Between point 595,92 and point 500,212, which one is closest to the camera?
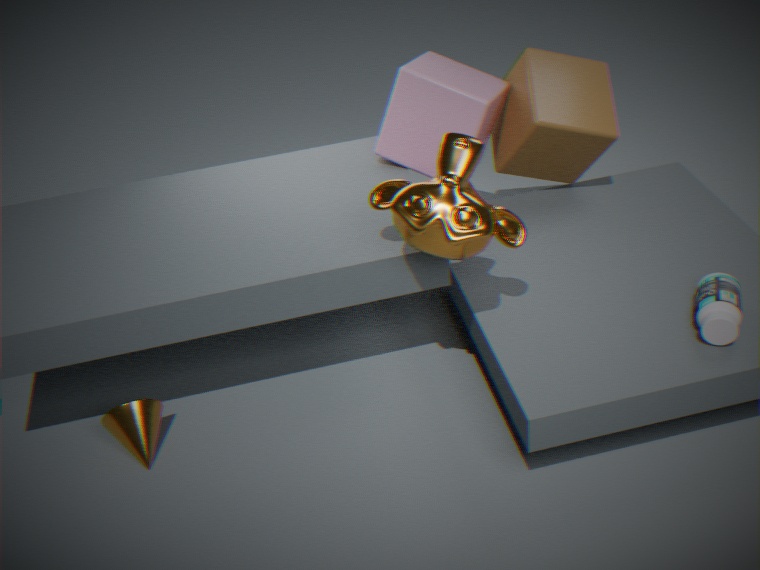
point 500,212
